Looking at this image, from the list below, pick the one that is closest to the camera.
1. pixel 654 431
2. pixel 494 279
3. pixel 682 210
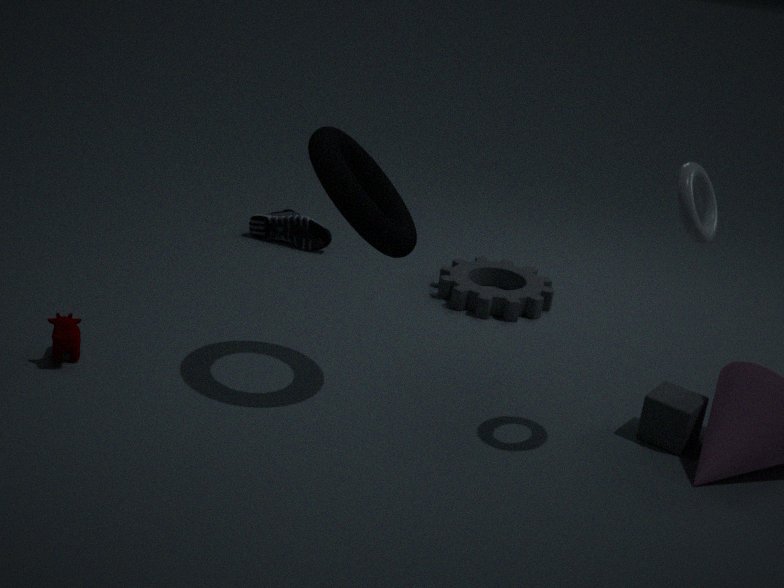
pixel 682 210
